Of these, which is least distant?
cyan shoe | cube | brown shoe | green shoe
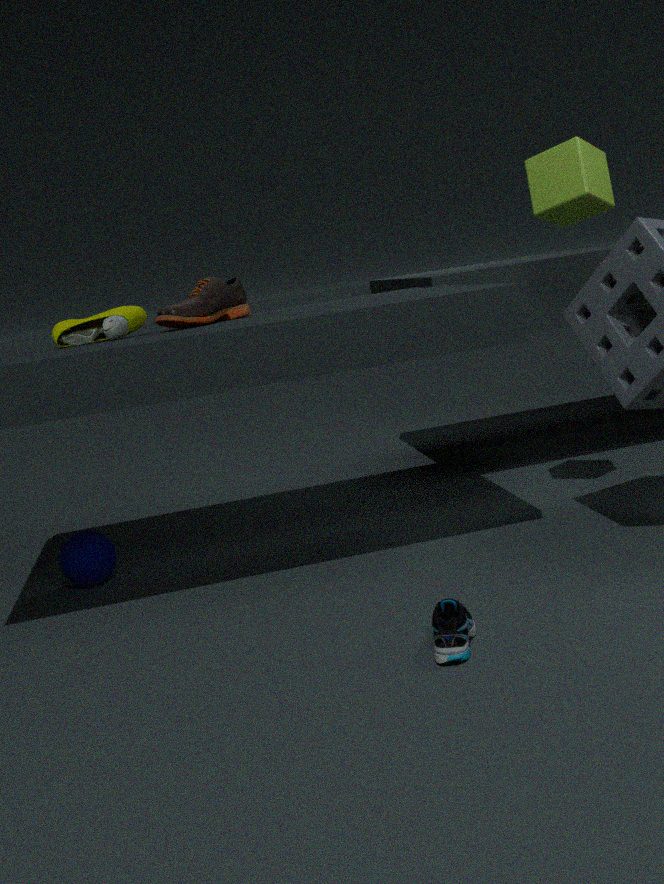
cyan shoe
